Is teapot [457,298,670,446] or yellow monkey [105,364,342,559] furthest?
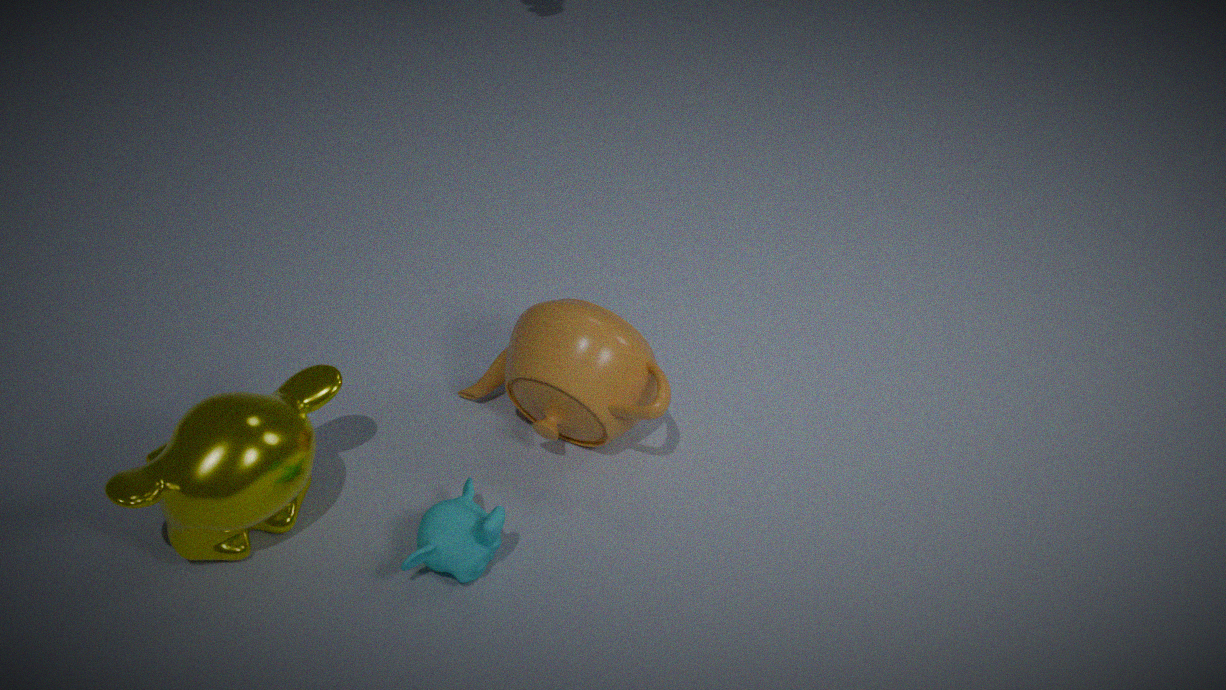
teapot [457,298,670,446]
